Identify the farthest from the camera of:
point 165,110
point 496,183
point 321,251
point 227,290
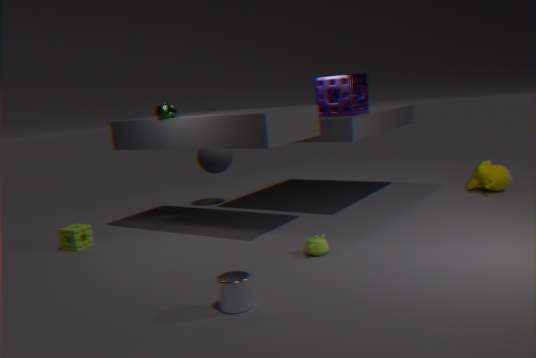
point 496,183
